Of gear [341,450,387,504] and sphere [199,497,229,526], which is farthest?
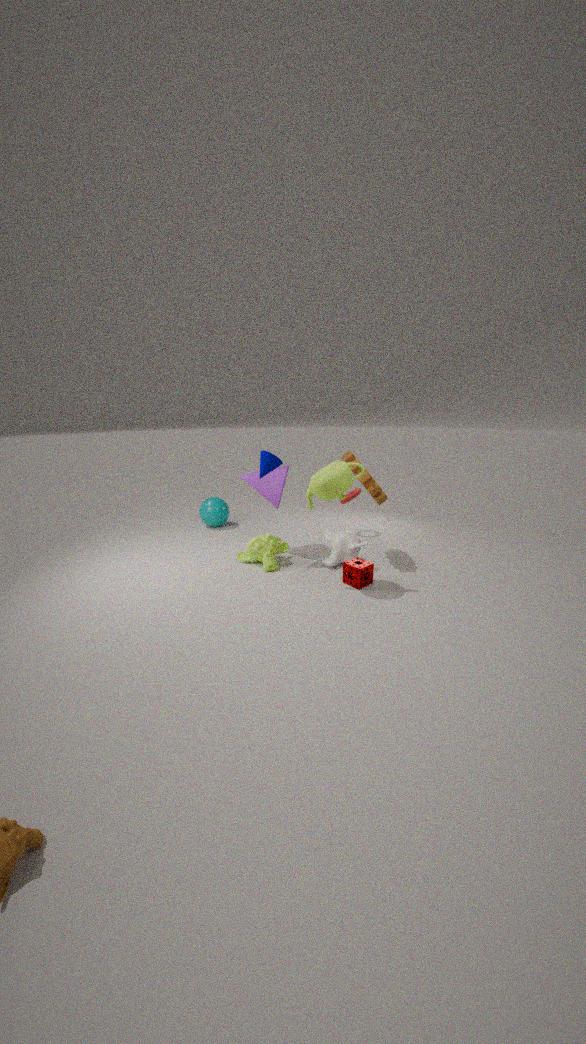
sphere [199,497,229,526]
